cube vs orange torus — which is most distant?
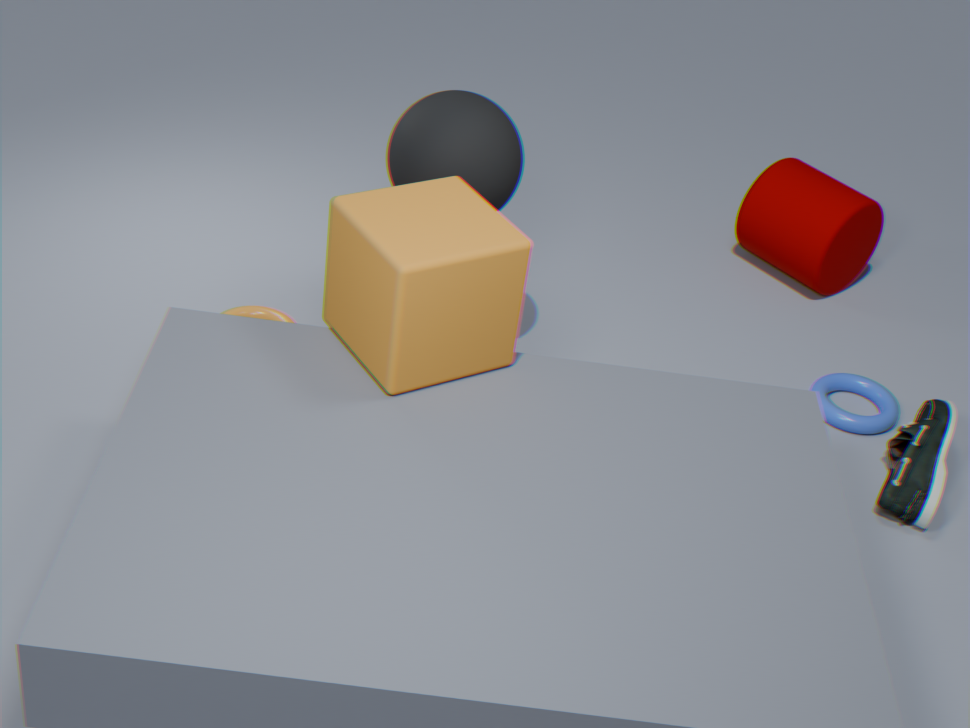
orange torus
